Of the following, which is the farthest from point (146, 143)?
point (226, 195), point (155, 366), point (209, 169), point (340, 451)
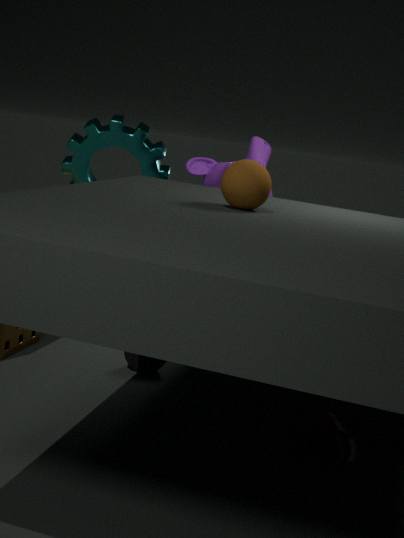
point (340, 451)
